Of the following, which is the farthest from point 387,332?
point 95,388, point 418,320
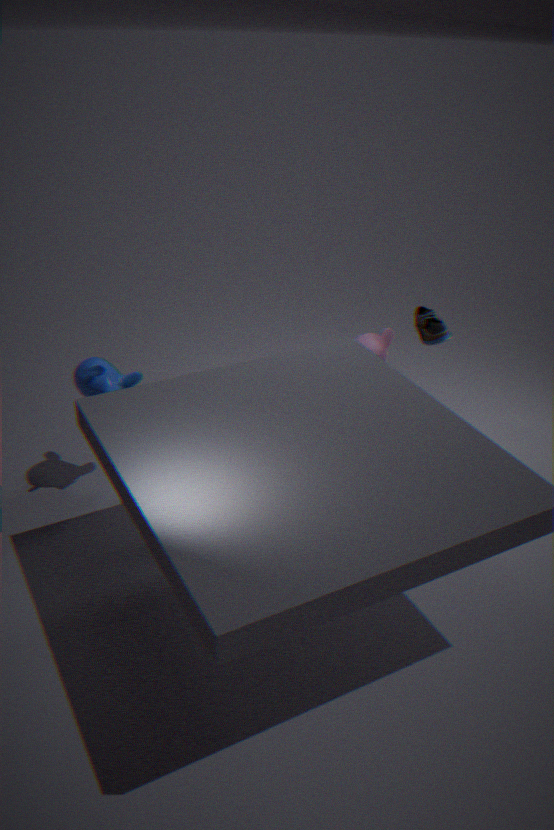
point 95,388
